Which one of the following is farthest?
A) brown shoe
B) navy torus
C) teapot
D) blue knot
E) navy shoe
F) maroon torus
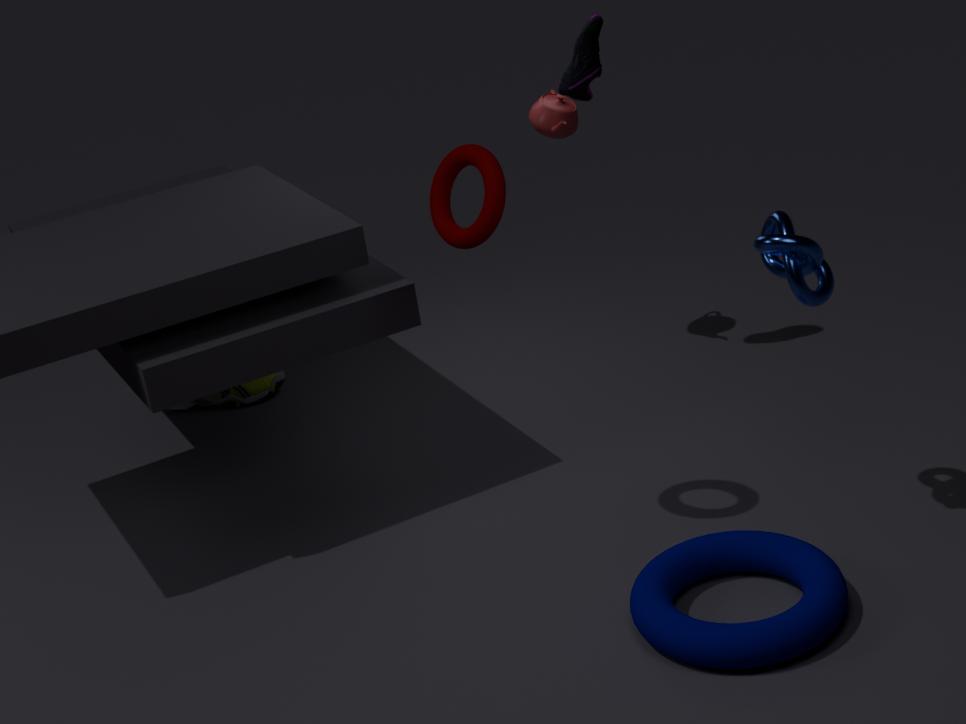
brown shoe
